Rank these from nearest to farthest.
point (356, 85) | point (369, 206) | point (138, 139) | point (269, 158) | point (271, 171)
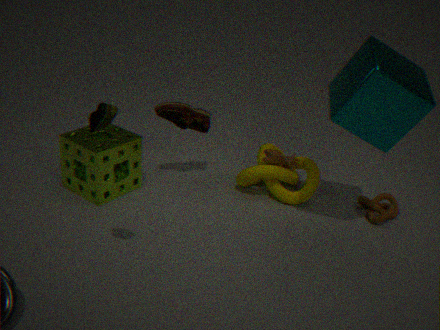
point (356, 85), point (138, 139), point (369, 206), point (271, 171), point (269, 158)
